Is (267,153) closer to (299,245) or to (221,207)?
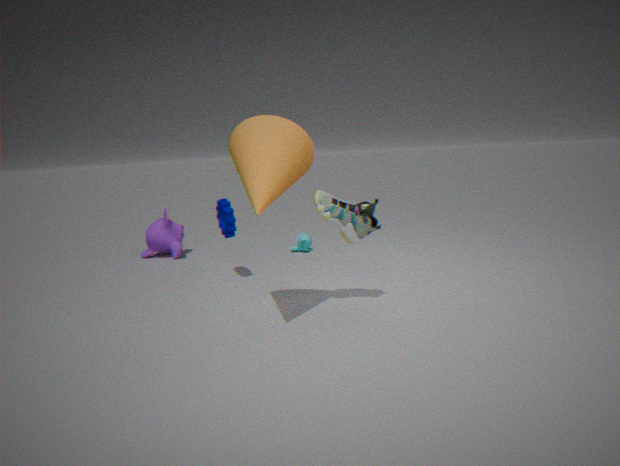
(221,207)
